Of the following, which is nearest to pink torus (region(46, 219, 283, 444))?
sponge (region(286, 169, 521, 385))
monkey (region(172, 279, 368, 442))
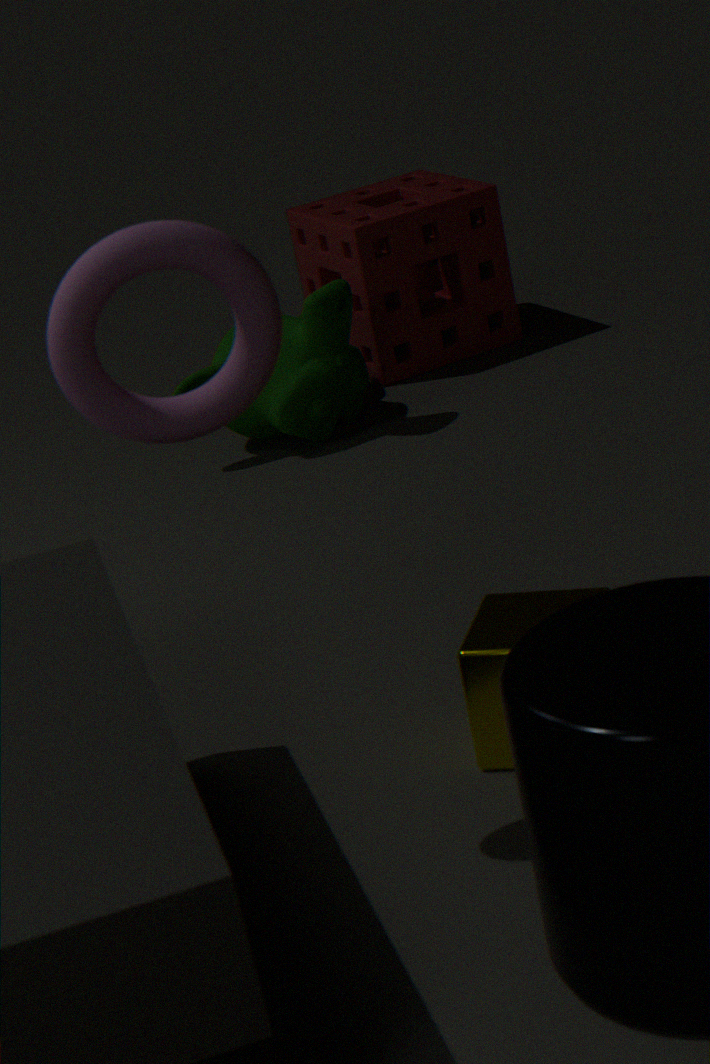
monkey (region(172, 279, 368, 442))
